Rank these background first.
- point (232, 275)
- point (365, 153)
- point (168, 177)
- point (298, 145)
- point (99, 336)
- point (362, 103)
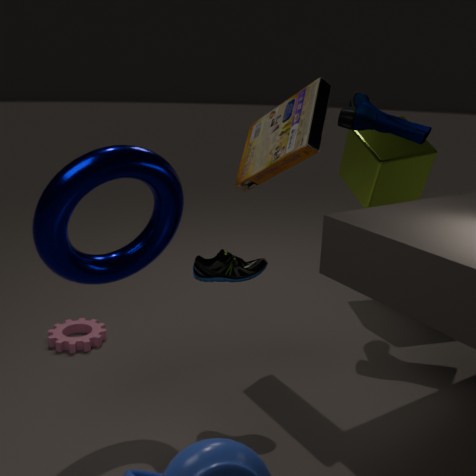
point (365, 153)
point (362, 103)
point (99, 336)
point (298, 145)
point (232, 275)
point (168, 177)
